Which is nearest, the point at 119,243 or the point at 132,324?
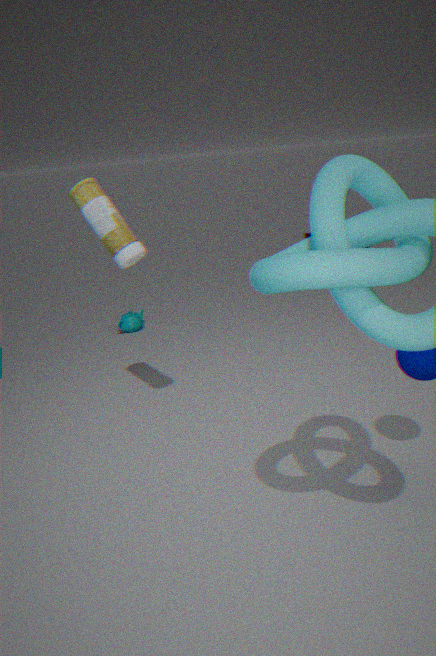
the point at 119,243
